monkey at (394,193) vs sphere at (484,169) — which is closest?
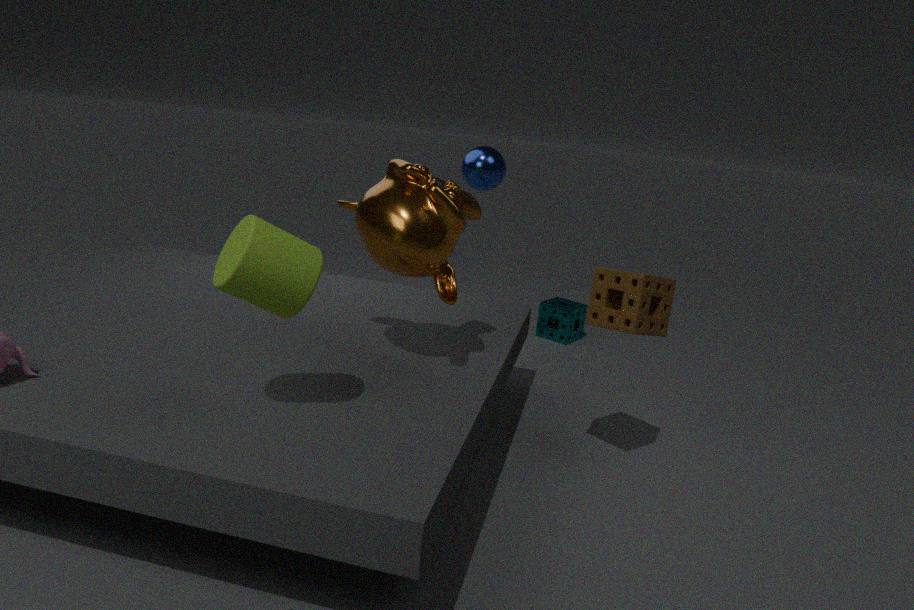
monkey at (394,193)
